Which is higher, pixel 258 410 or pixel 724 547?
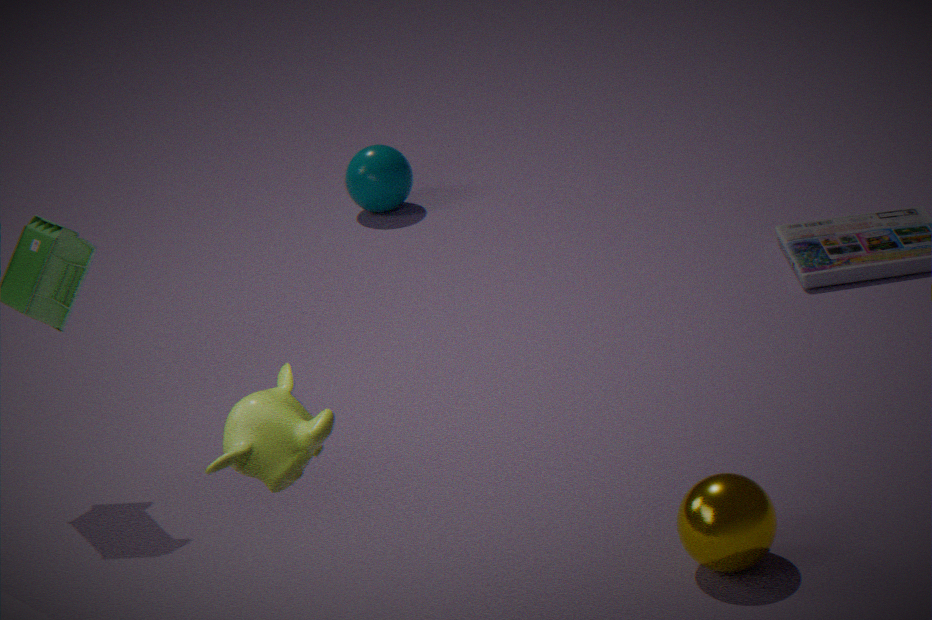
pixel 258 410
